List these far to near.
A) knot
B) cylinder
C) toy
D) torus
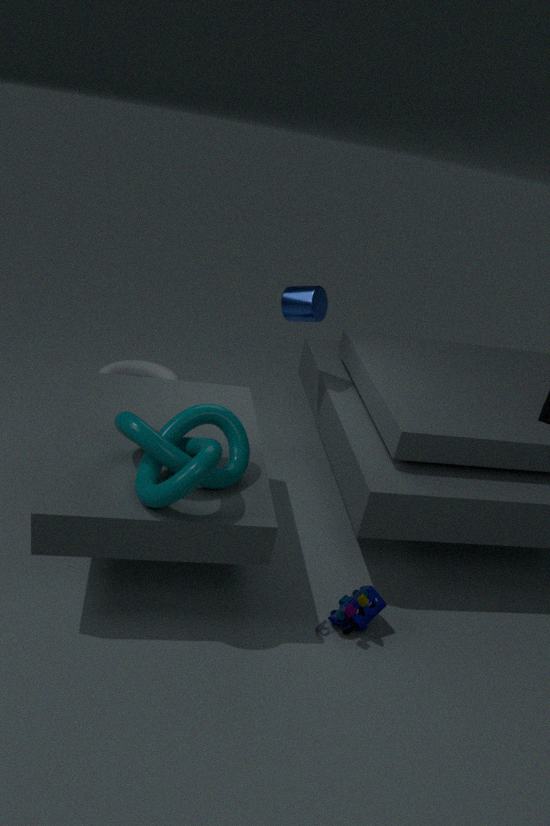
torus → cylinder → toy → knot
